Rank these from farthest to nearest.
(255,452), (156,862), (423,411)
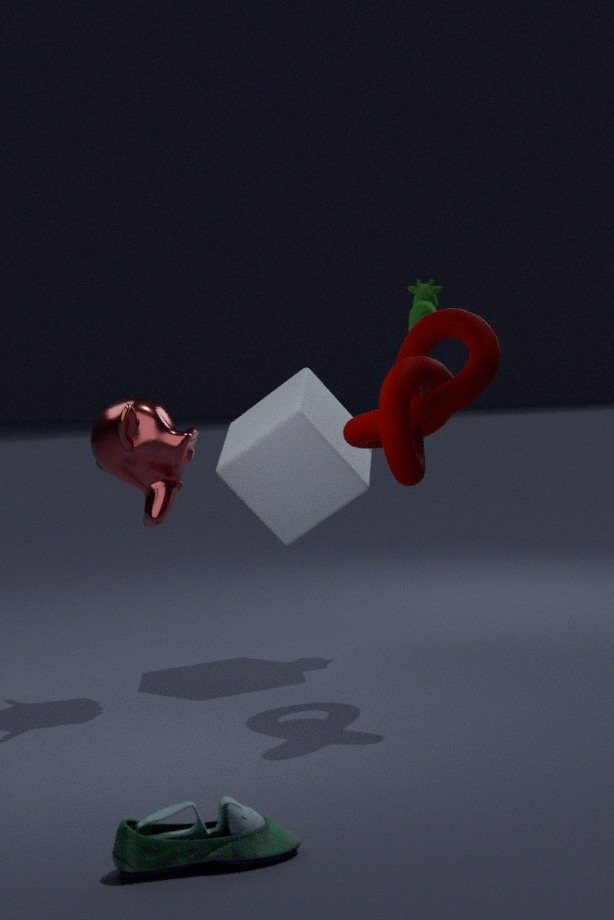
(255,452) → (423,411) → (156,862)
